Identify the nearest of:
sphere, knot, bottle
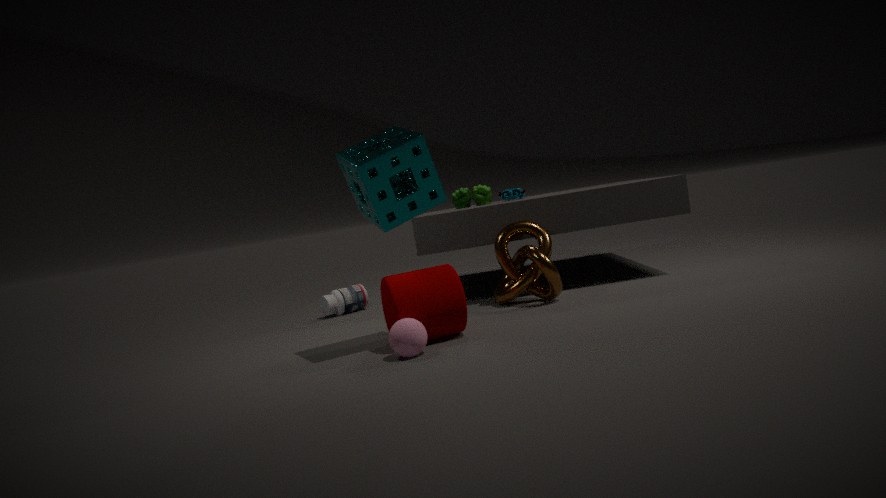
sphere
